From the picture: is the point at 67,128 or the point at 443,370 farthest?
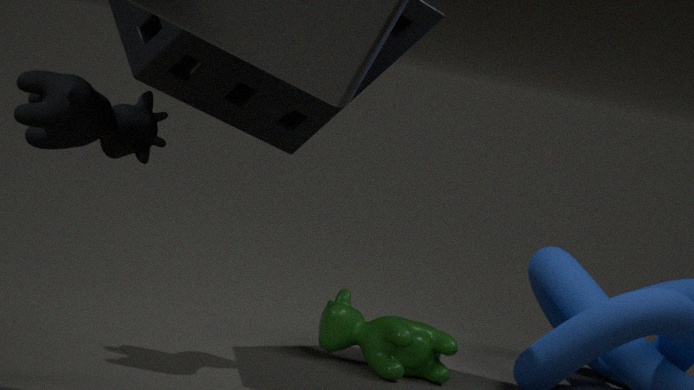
the point at 443,370
